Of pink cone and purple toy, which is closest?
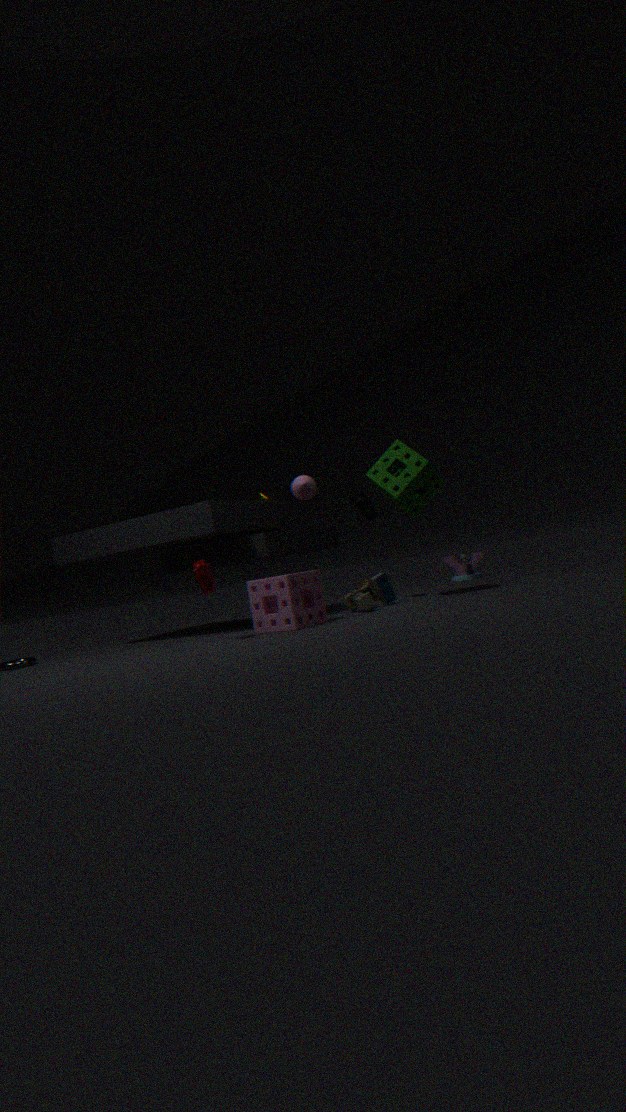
pink cone
